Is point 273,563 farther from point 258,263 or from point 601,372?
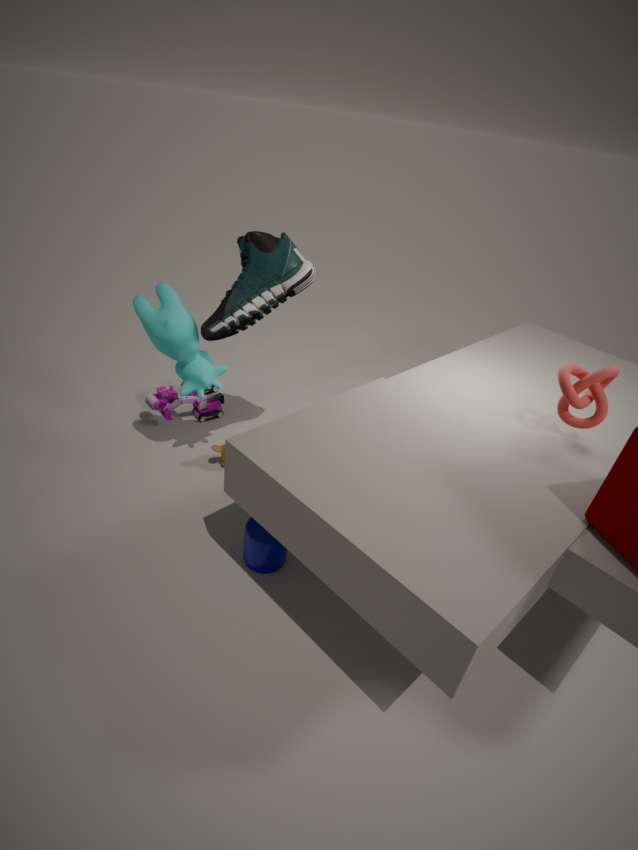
point 601,372
